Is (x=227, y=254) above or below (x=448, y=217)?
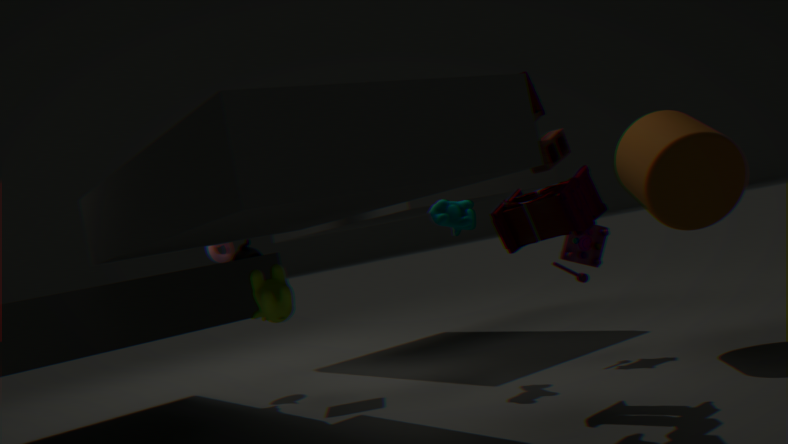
above
